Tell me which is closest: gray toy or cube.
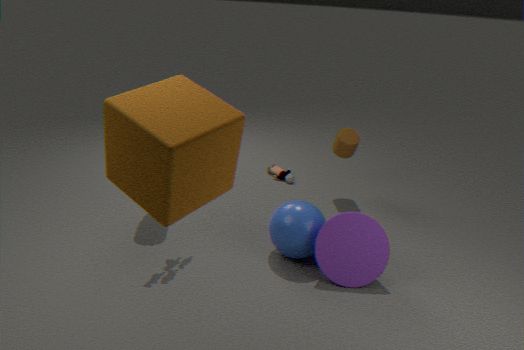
cube
